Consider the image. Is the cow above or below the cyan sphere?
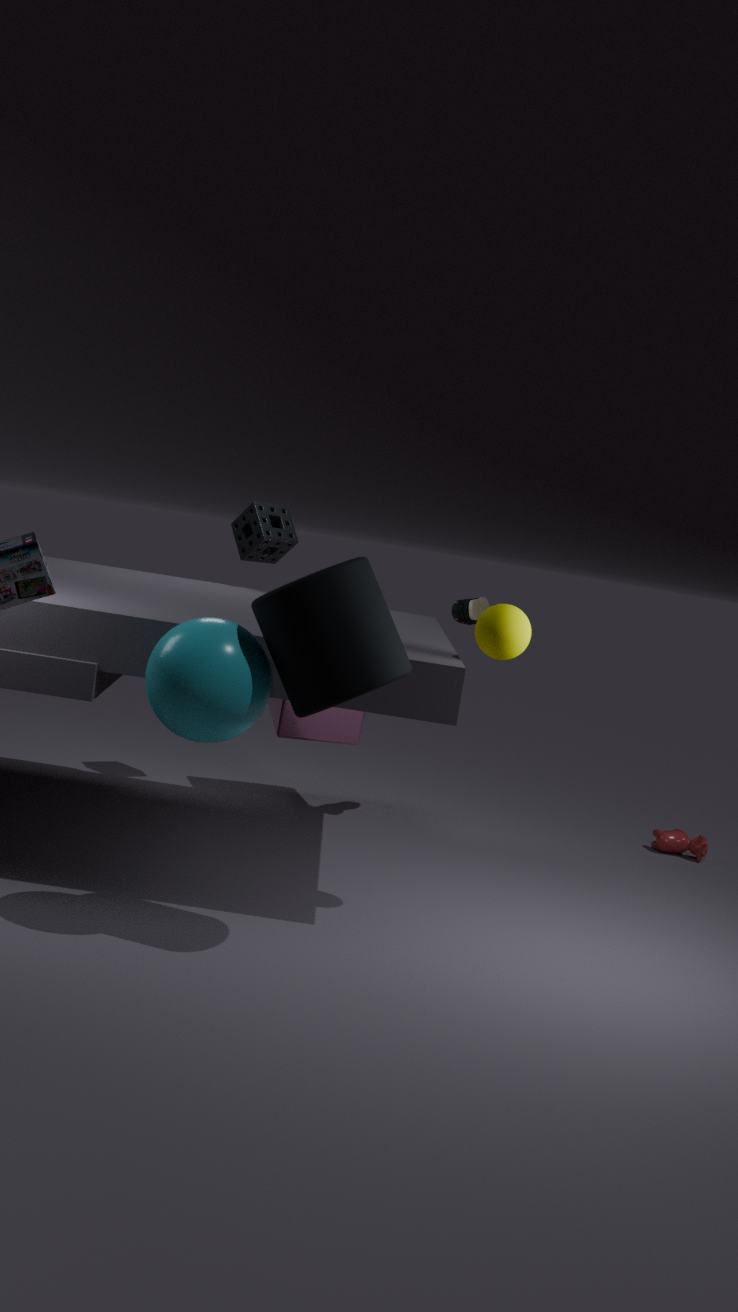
below
